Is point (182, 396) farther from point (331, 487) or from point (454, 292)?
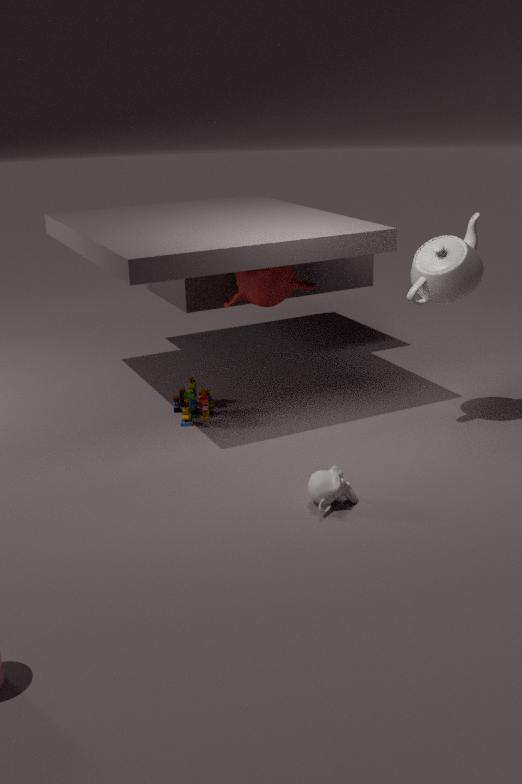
point (454, 292)
